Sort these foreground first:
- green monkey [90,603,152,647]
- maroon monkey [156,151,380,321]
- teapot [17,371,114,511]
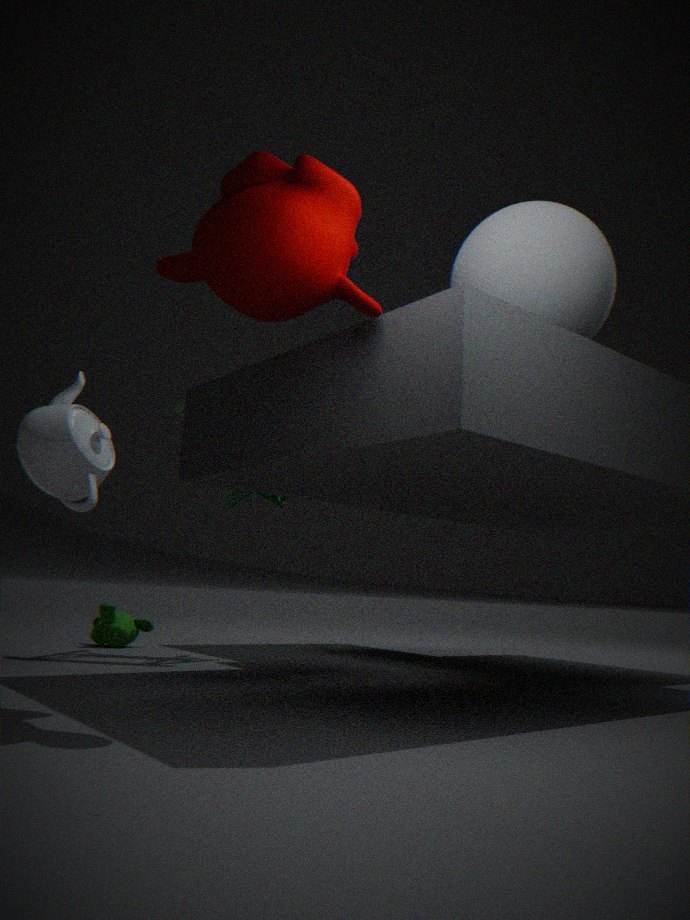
1. maroon monkey [156,151,380,321]
2. teapot [17,371,114,511]
3. green monkey [90,603,152,647]
